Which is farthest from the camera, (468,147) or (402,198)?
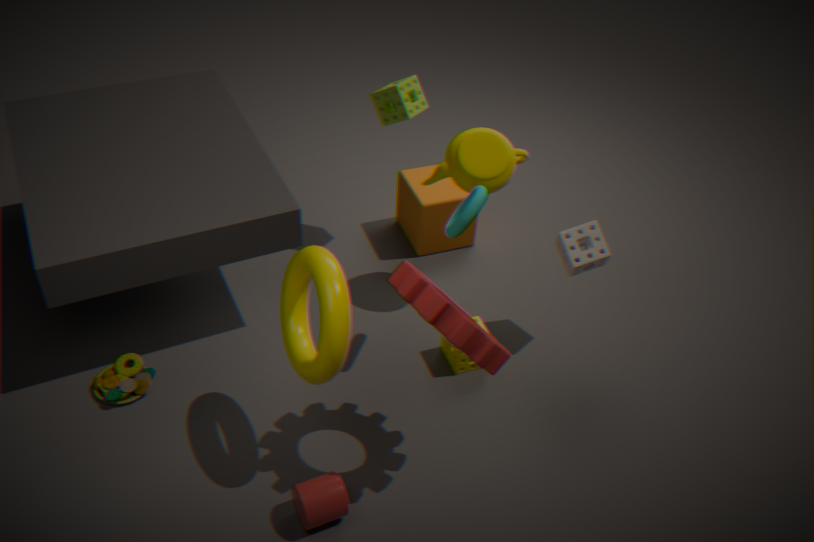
(402,198)
